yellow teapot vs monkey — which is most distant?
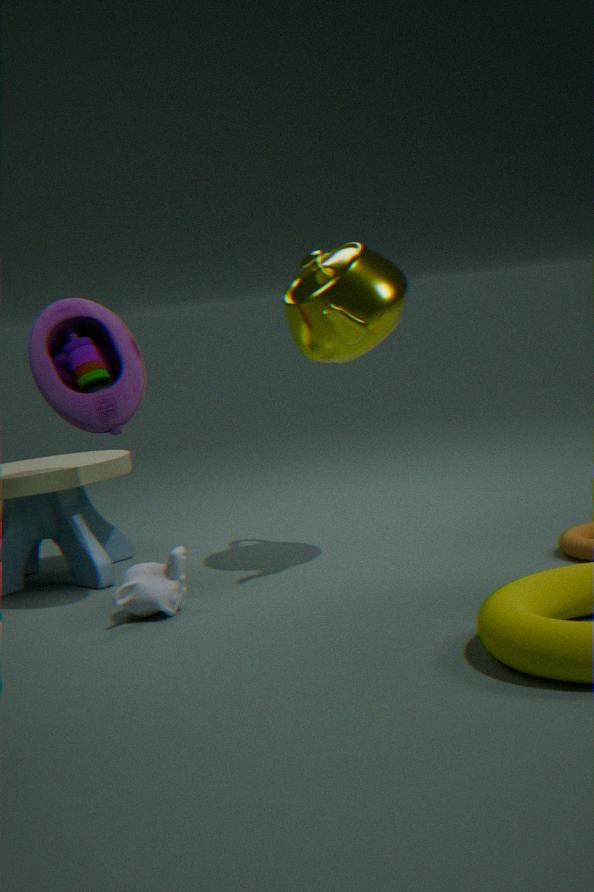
yellow teapot
